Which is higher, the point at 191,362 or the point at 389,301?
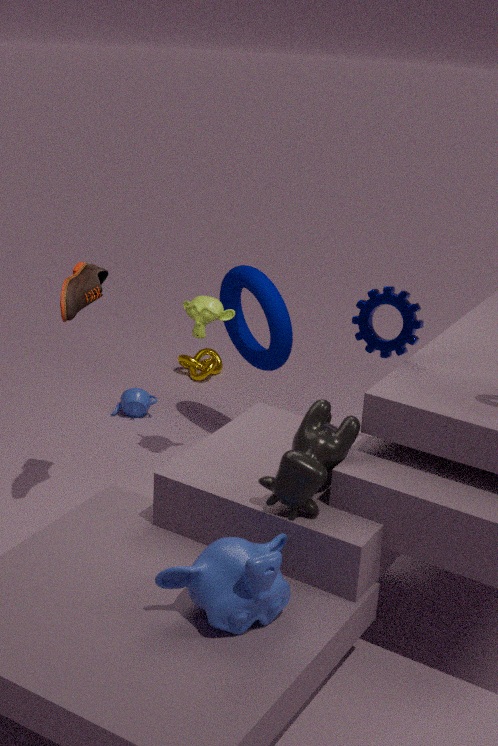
the point at 389,301
